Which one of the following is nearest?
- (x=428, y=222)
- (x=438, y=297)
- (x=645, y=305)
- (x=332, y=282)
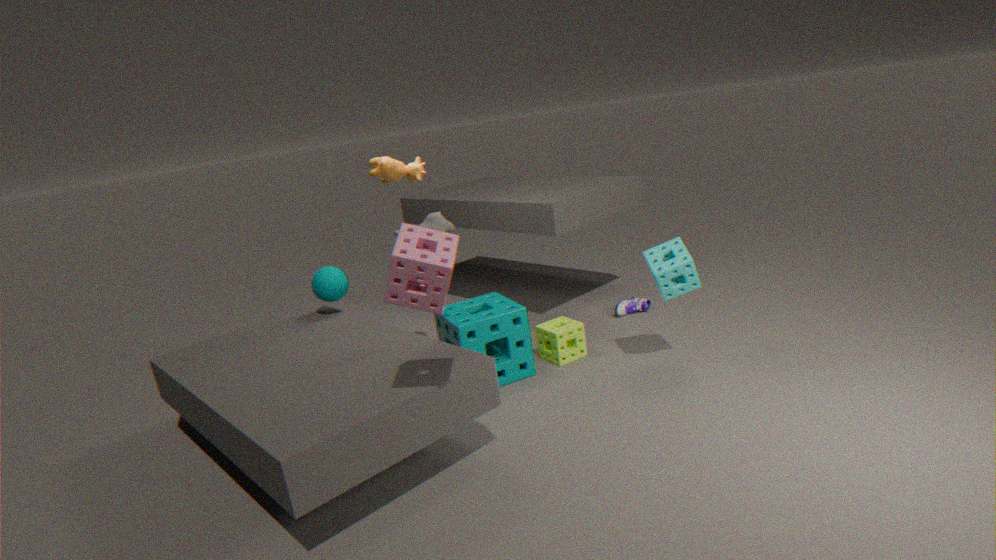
(x=438, y=297)
